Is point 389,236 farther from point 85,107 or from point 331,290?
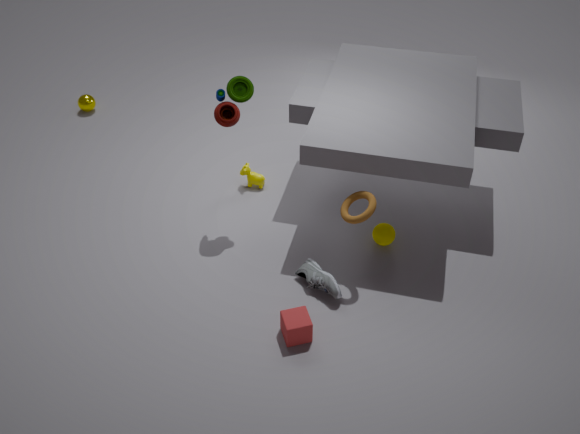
point 85,107
